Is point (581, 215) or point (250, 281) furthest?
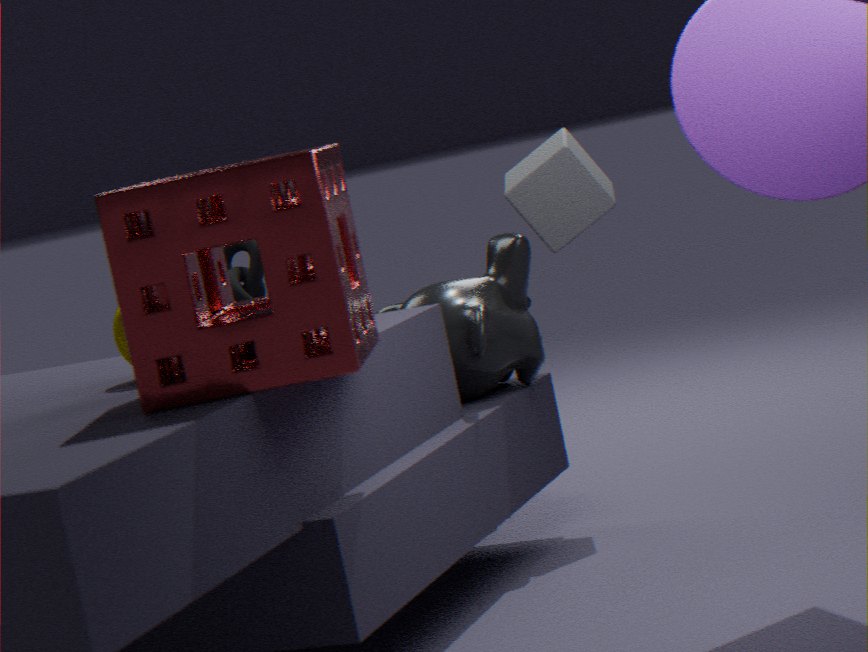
point (250, 281)
